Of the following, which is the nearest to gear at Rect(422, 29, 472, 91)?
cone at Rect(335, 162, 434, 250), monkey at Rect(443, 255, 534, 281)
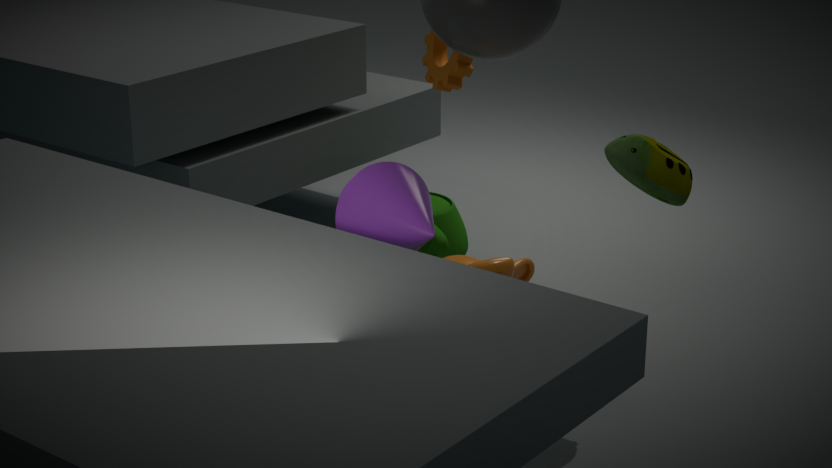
monkey at Rect(443, 255, 534, 281)
